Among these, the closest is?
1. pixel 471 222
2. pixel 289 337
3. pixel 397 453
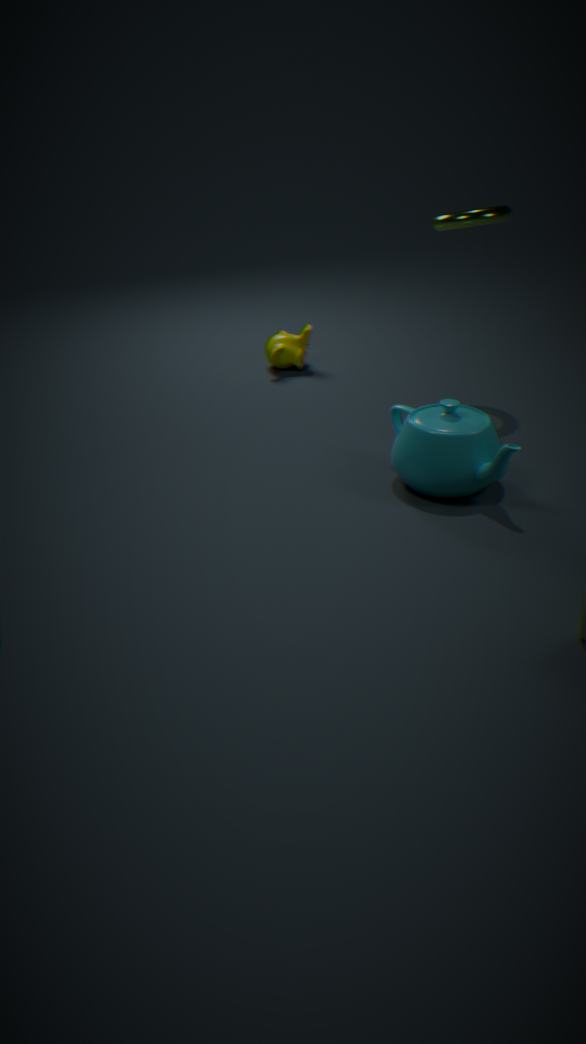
pixel 397 453
